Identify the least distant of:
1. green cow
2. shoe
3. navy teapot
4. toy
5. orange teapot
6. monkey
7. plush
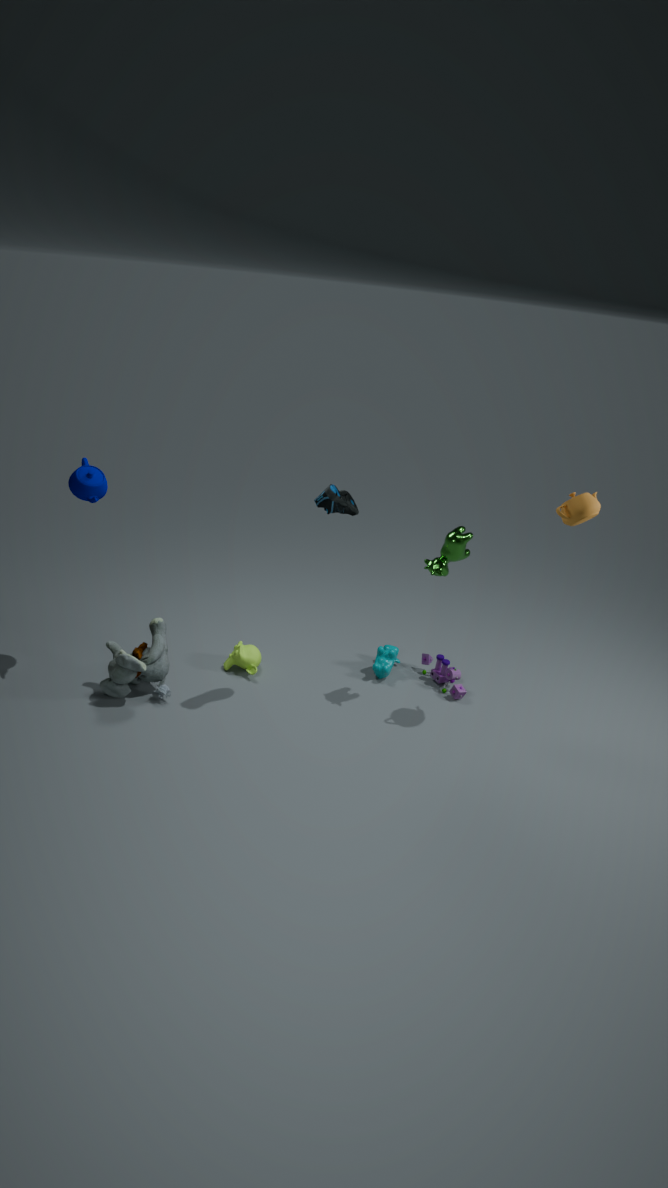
shoe
